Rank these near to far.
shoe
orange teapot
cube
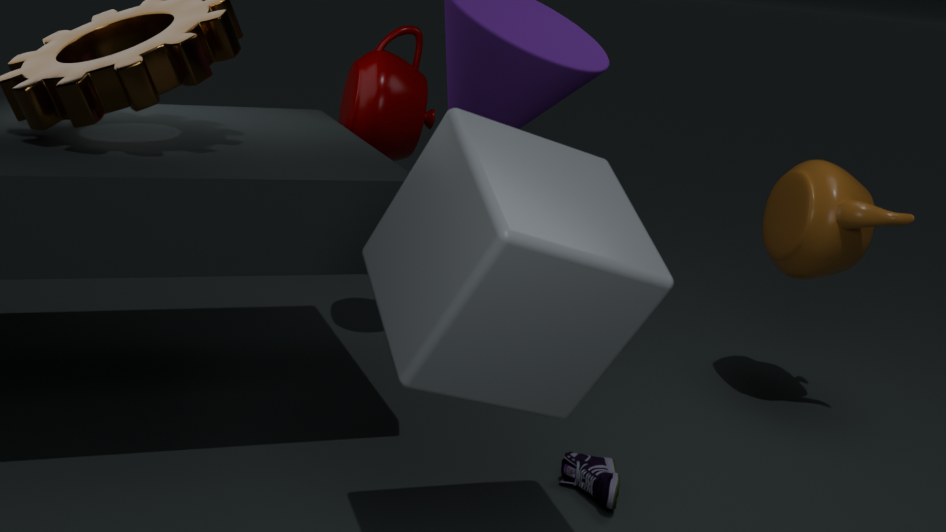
1. cube
2. shoe
3. orange teapot
